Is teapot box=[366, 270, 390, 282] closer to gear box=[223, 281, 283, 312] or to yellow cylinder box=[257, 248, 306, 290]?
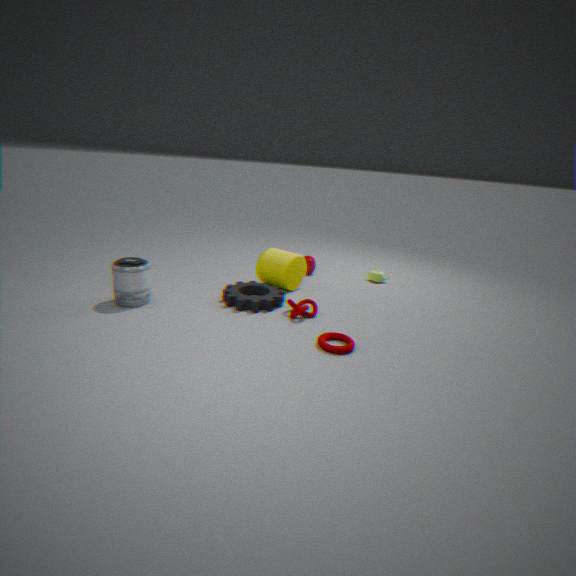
yellow cylinder box=[257, 248, 306, 290]
